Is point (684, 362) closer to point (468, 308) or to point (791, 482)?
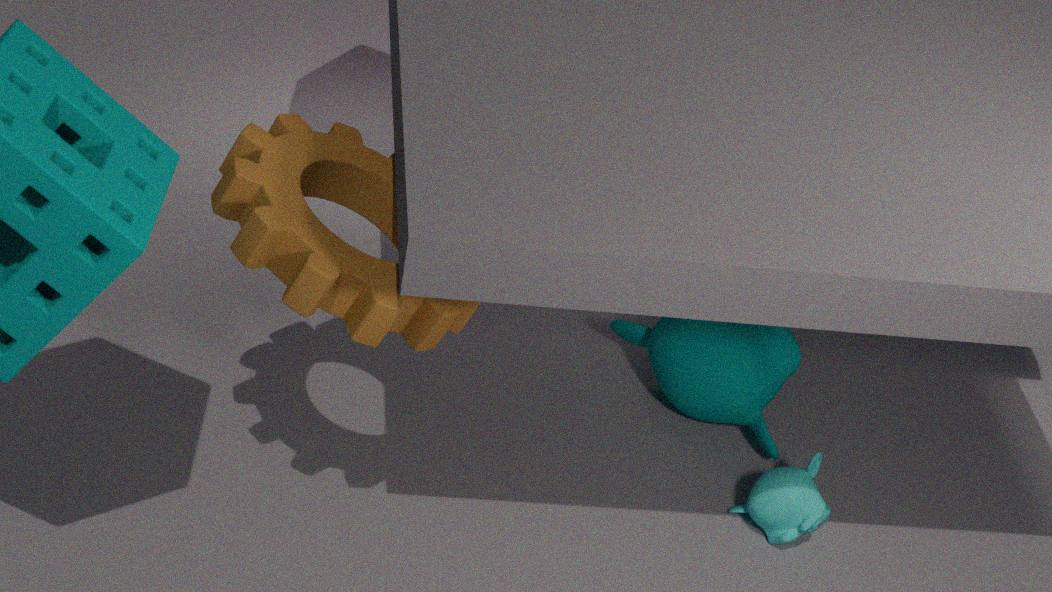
point (791, 482)
